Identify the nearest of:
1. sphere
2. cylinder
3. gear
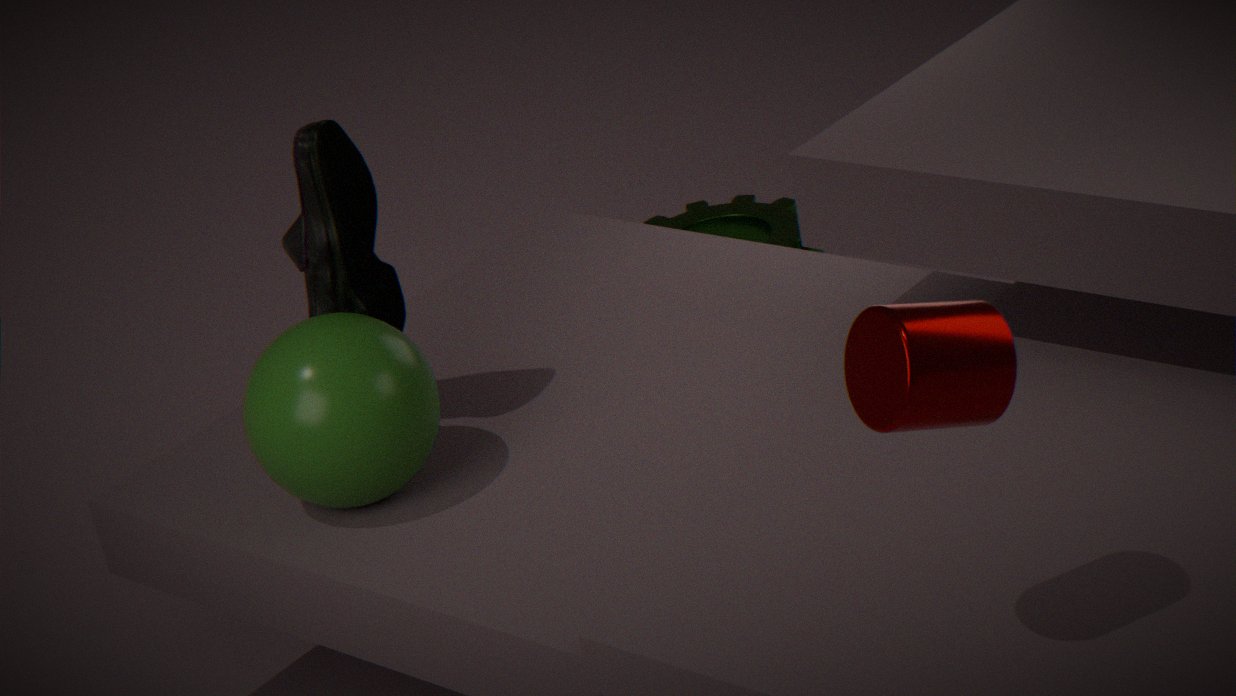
cylinder
